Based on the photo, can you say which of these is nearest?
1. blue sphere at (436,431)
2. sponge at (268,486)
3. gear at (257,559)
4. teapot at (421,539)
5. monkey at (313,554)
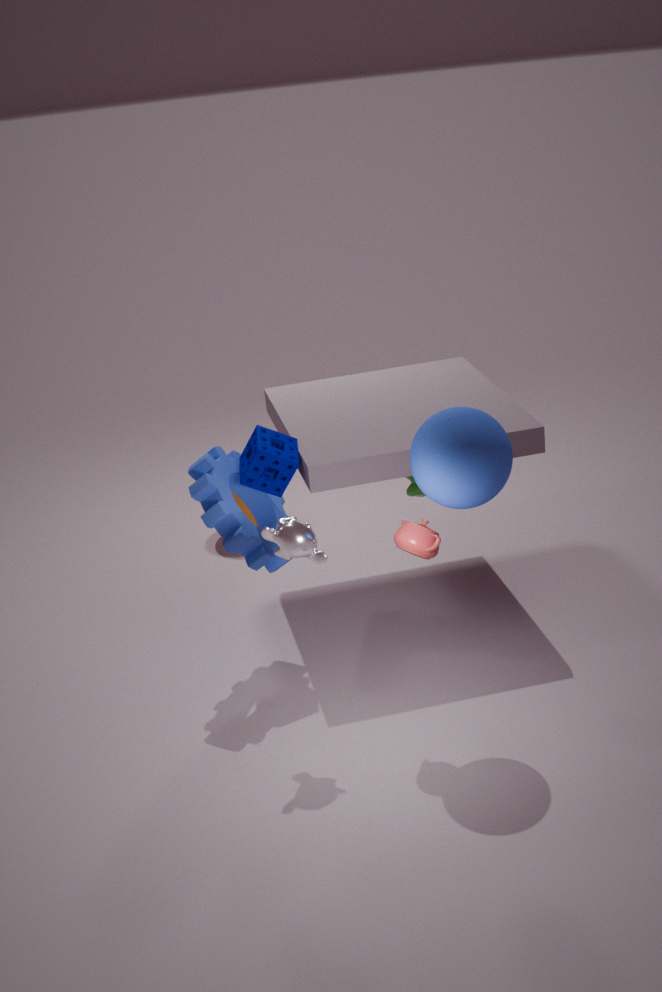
blue sphere at (436,431)
